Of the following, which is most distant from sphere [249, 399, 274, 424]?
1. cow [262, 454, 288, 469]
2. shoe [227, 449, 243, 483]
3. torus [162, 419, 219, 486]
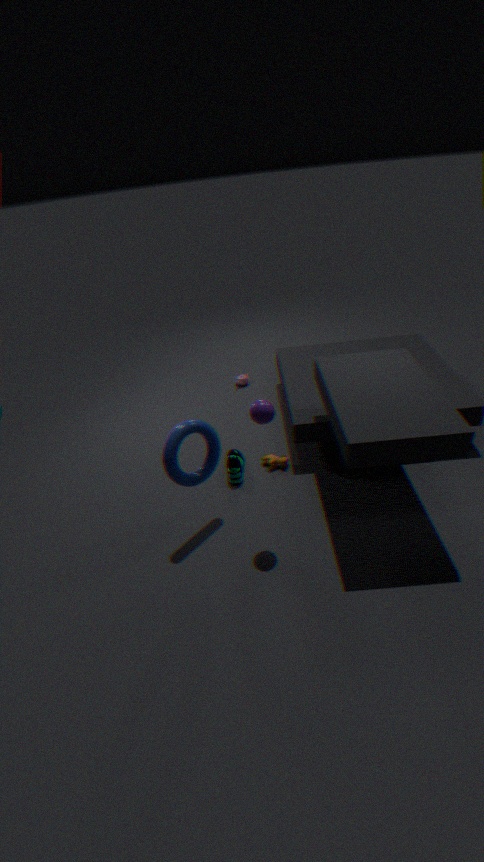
cow [262, 454, 288, 469]
